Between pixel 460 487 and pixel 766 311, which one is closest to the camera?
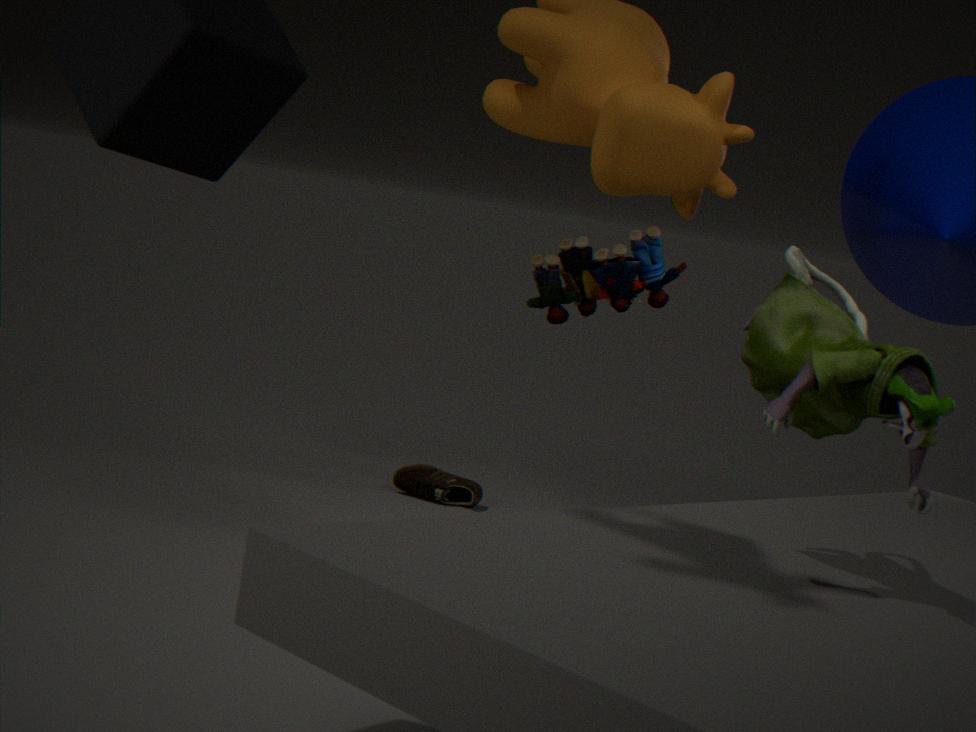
pixel 766 311
